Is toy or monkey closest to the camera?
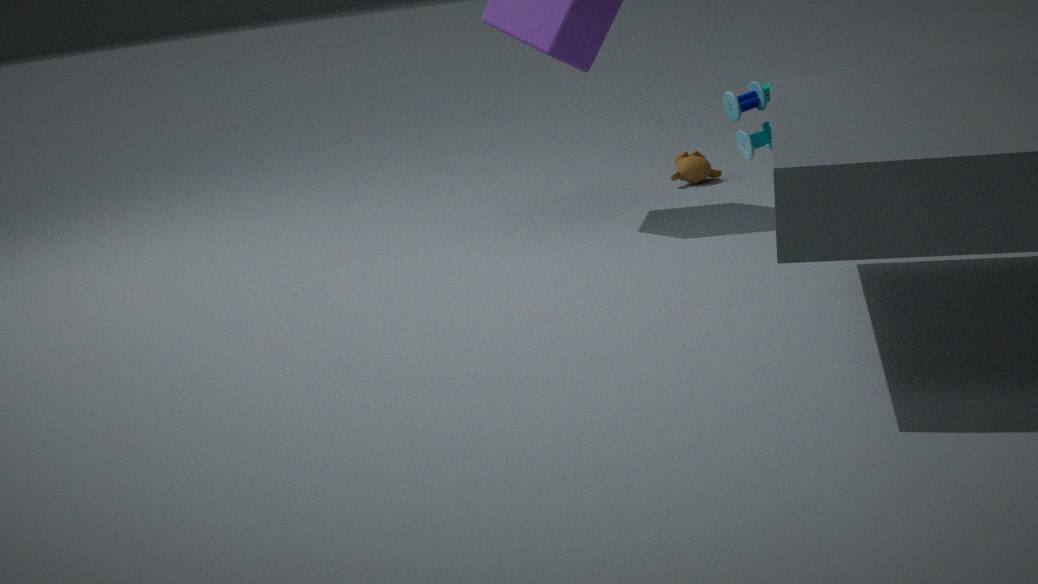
toy
